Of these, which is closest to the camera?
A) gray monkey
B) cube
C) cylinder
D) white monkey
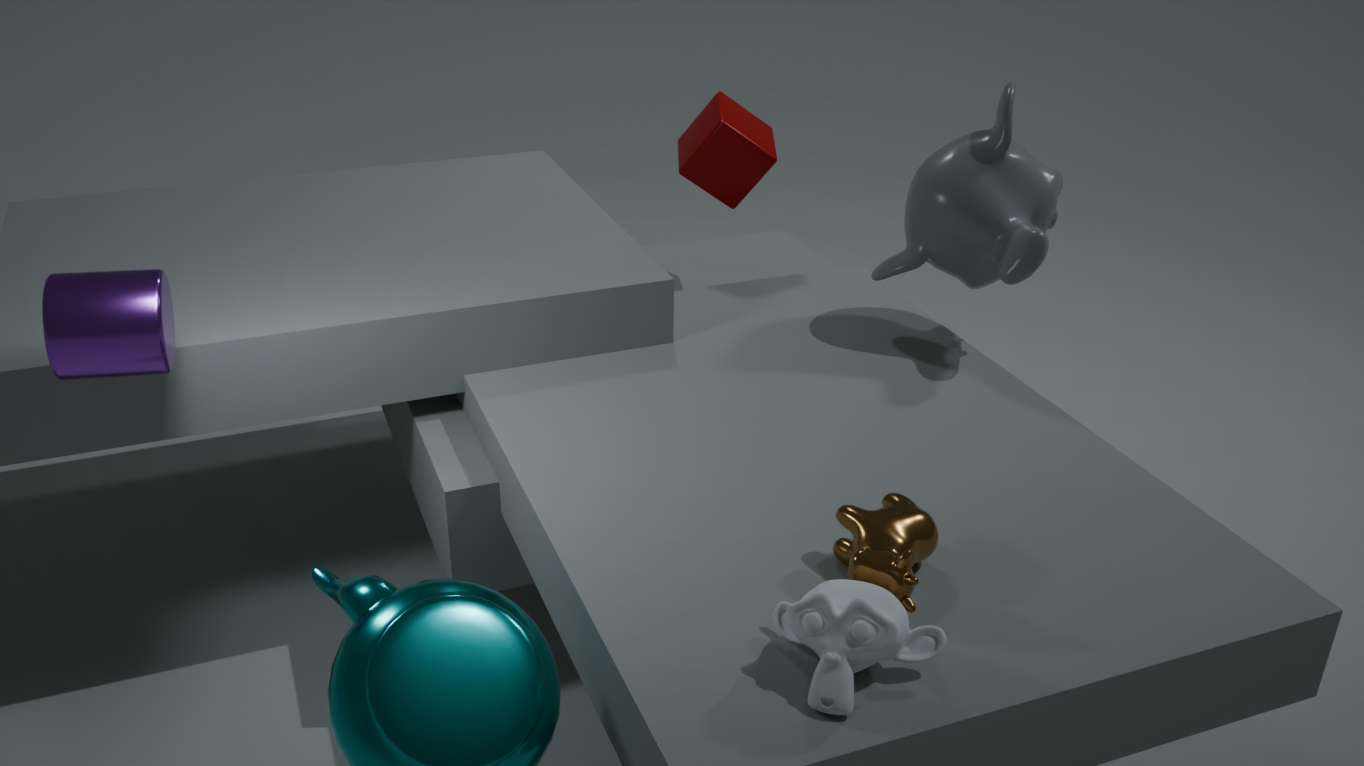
white monkey
